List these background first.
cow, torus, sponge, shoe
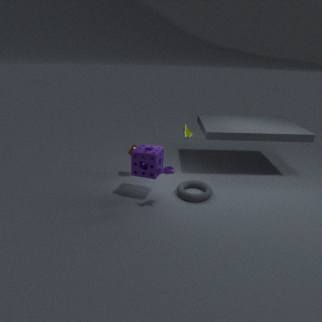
shoe < torus < sponge < cow
